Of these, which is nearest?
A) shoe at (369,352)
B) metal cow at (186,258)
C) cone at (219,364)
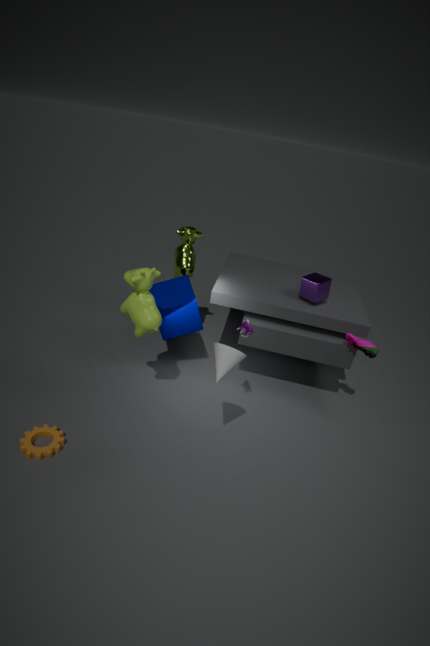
cone at (219,364)
